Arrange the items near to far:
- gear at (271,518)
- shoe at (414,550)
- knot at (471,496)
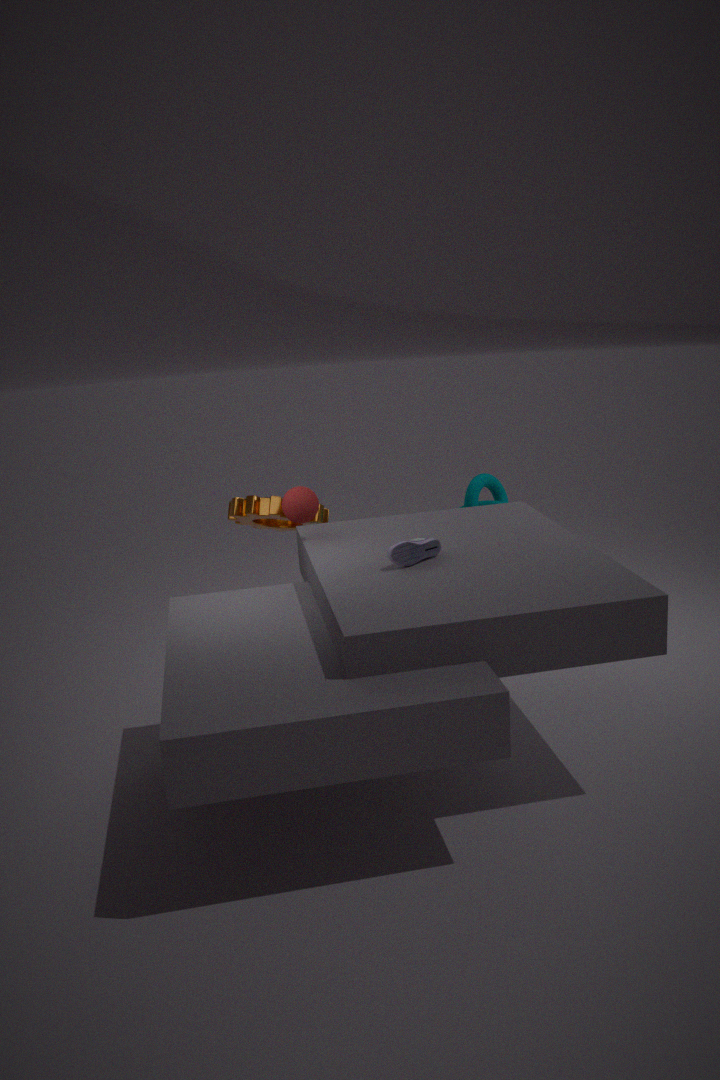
shoe at (414,550) → gear at (271,518) → knot at (471,496)
